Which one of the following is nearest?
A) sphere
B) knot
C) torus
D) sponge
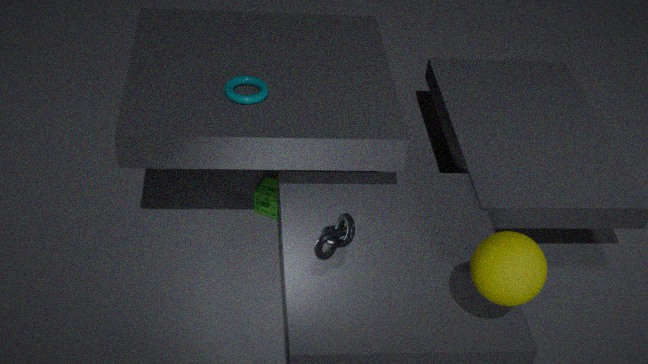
sphere
